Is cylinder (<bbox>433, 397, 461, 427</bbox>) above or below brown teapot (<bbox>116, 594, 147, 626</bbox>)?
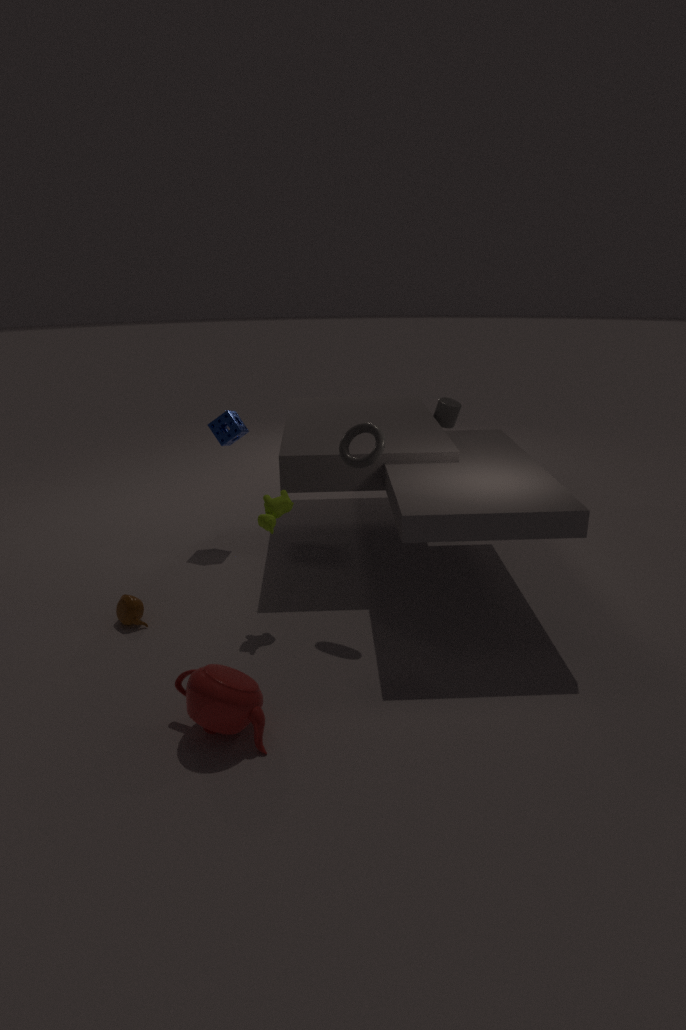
above
